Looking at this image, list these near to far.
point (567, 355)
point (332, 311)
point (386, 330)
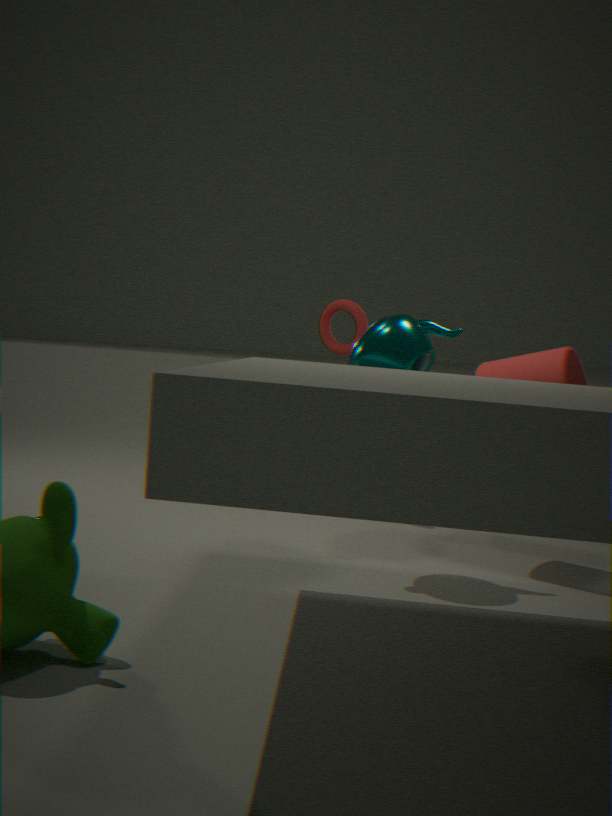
point (386, 330) < point (567, 355) < point (332, 311)
